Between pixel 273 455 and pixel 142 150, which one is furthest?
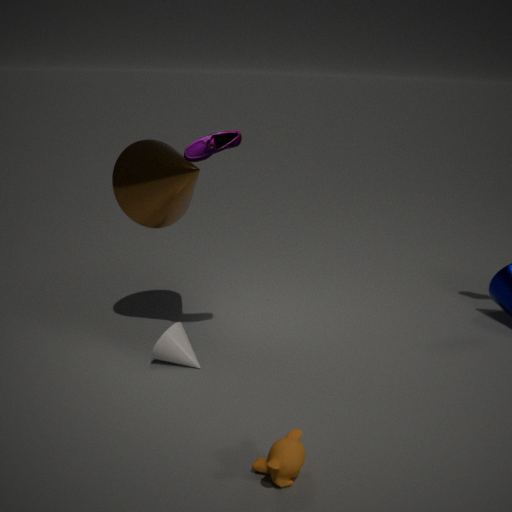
pixel 142 150
